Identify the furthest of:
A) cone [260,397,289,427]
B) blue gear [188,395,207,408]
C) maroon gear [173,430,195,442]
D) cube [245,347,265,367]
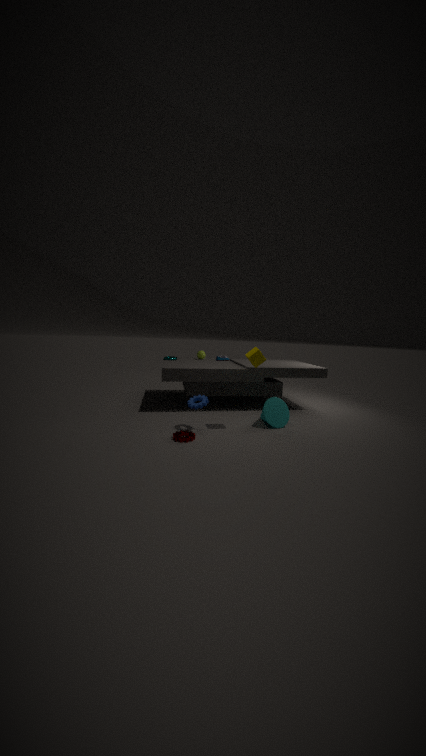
cone [260,397,289,427]
